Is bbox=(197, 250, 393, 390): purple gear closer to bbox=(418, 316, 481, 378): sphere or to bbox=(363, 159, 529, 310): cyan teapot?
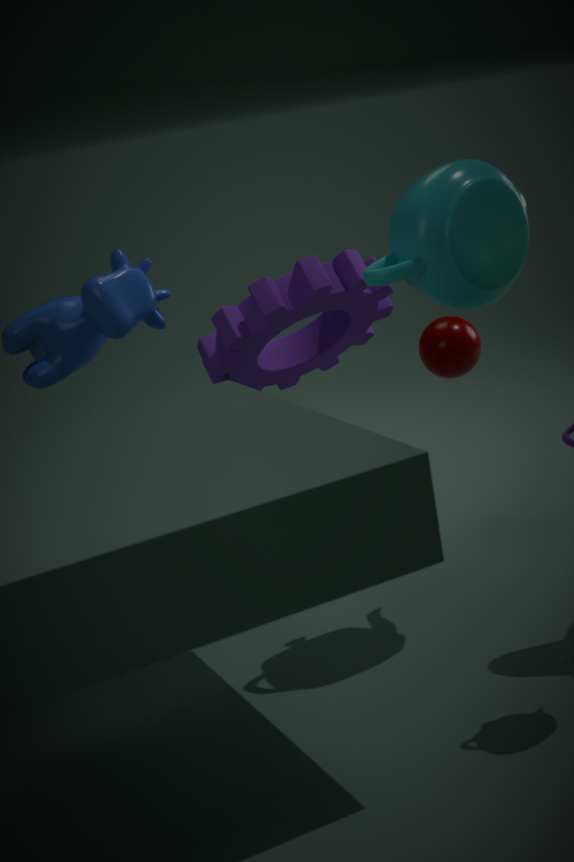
bbox=(418, 316, 481, 378): sphere
